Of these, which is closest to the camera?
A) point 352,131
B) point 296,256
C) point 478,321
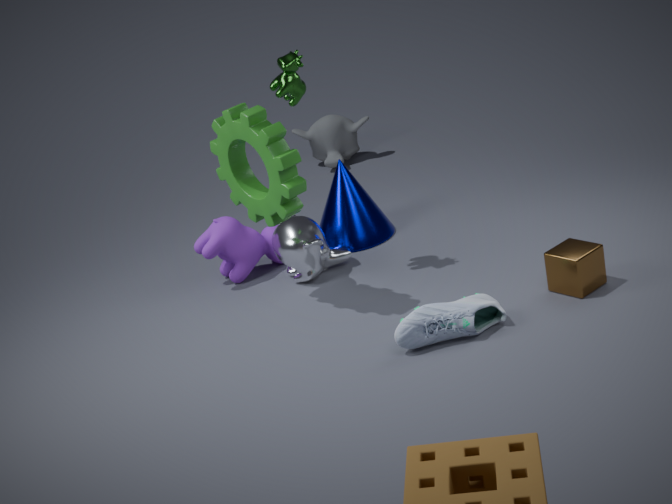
point 478,321
